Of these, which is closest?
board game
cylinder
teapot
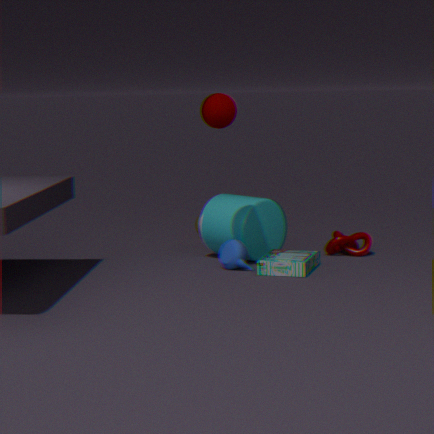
board game
